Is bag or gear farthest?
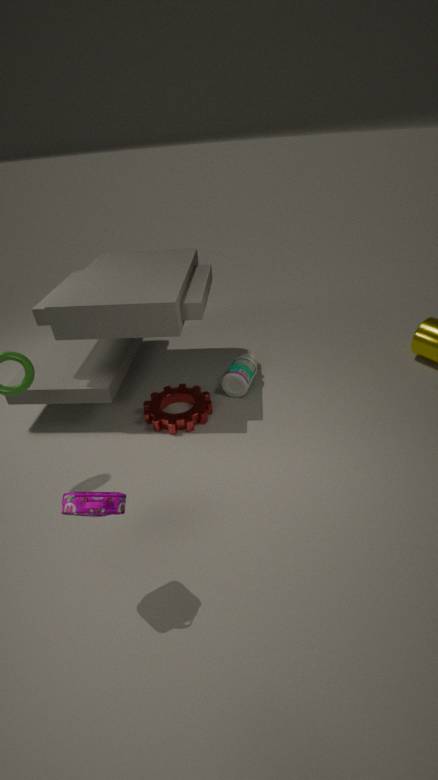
gear
